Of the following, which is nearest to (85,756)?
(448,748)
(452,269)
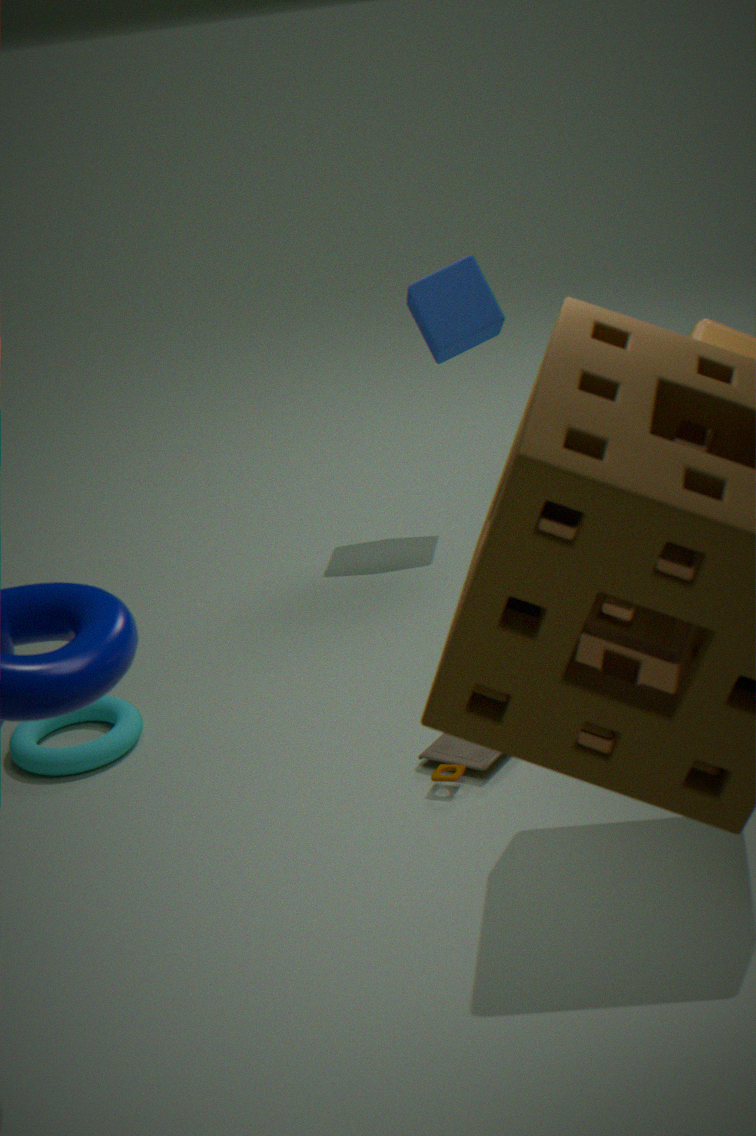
(448,748)
